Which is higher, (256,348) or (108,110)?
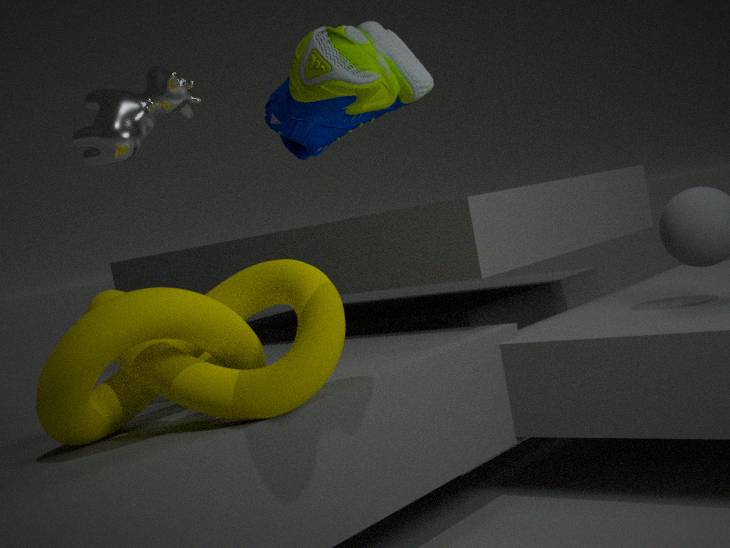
(108,110)
